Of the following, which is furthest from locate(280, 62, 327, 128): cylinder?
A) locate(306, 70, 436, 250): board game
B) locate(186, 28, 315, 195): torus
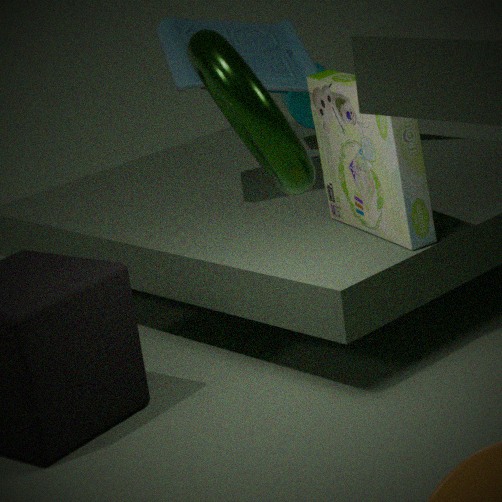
locate(186, 28, 315, 195): torus
